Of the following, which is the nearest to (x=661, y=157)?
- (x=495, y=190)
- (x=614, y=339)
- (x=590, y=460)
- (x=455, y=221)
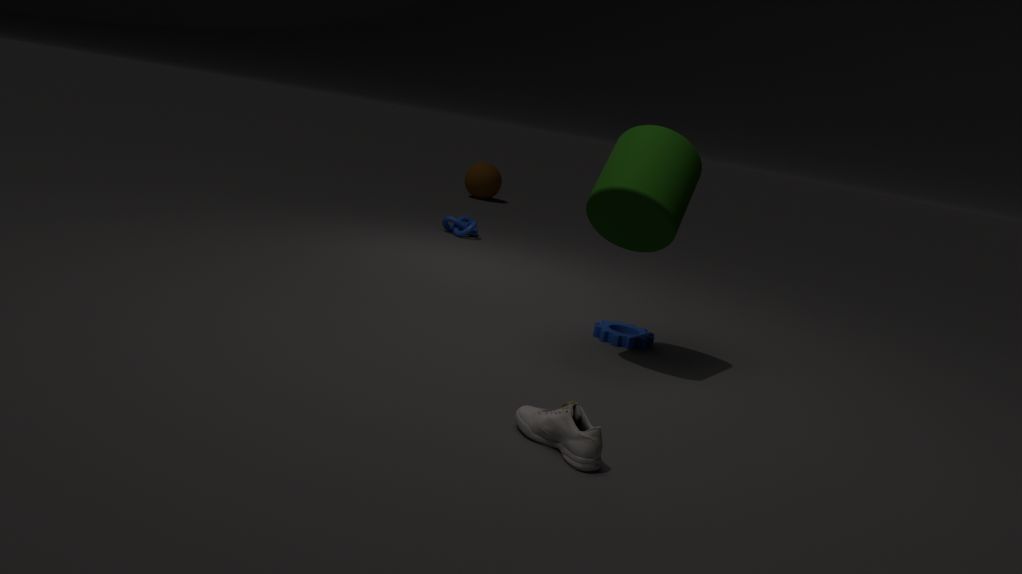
(x=614, y=339)
